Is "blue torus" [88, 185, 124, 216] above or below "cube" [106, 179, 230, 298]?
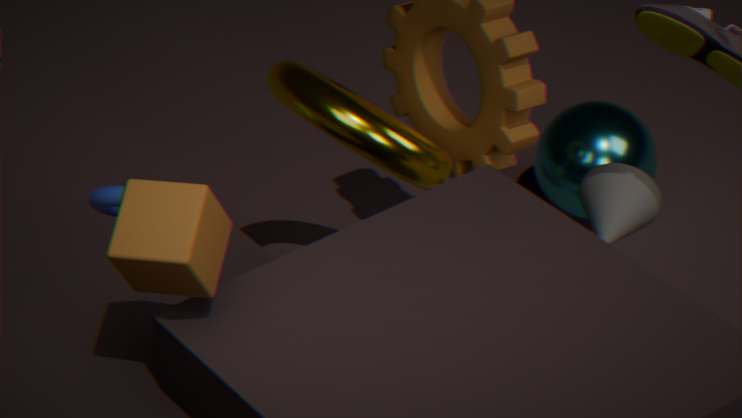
below
